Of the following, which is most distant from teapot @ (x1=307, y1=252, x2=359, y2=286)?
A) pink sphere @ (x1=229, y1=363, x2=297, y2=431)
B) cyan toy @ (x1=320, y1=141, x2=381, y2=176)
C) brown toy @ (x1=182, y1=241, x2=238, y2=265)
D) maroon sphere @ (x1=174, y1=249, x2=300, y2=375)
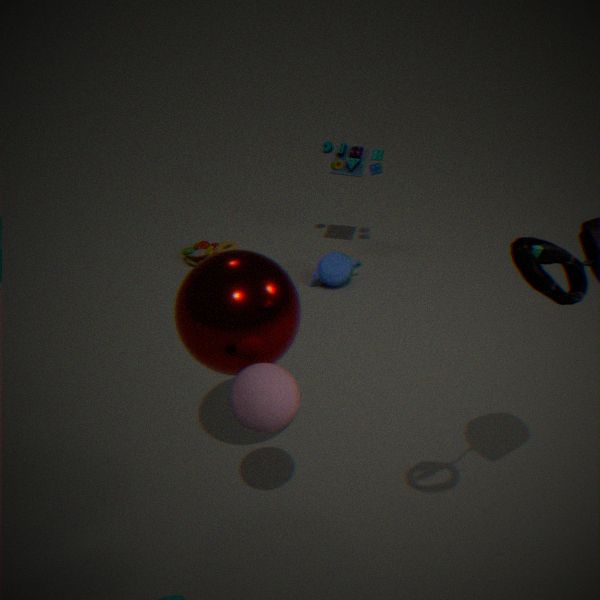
pink sphere @ (x1=229, y1=363, x2=297, y2=431)
